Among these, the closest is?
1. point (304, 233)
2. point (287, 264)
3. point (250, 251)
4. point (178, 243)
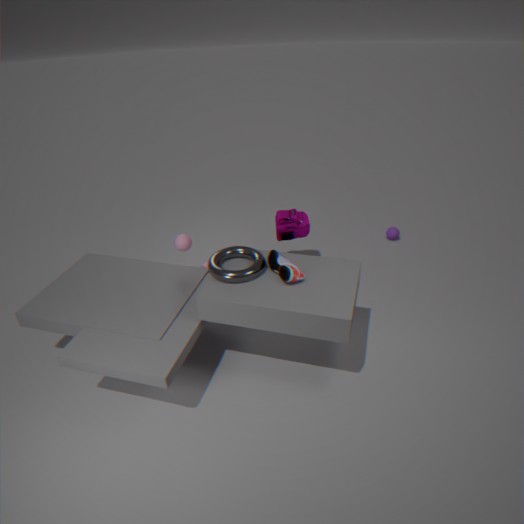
point (287, 264)
